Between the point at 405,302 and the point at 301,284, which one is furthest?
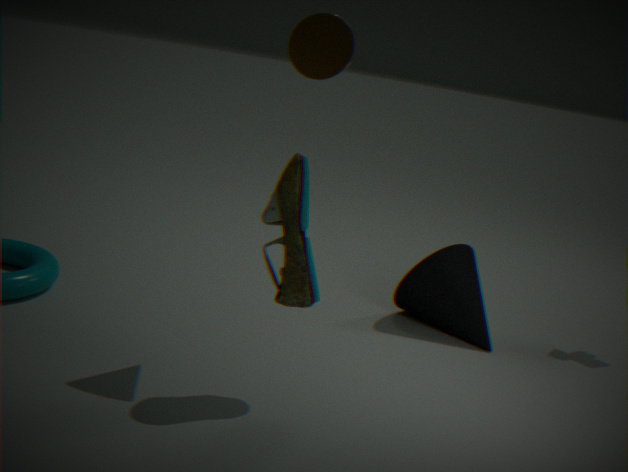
the point at 405,302
